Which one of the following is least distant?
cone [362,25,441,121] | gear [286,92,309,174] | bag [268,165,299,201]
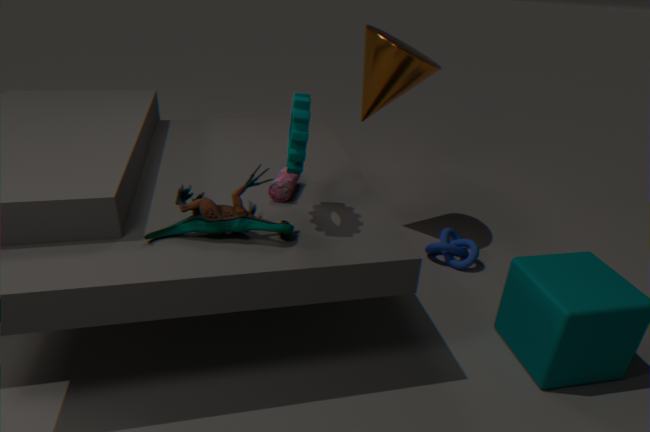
gear [286,92,309,174]
